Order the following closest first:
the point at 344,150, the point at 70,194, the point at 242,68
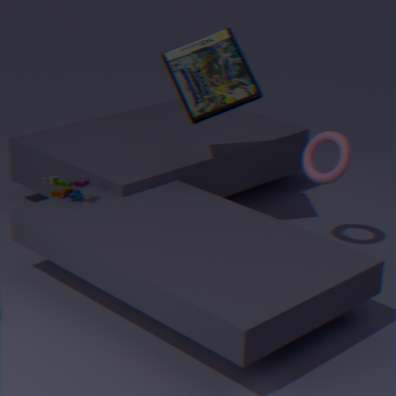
the point at 70,194
the point at 344,150
the point at 242,68
